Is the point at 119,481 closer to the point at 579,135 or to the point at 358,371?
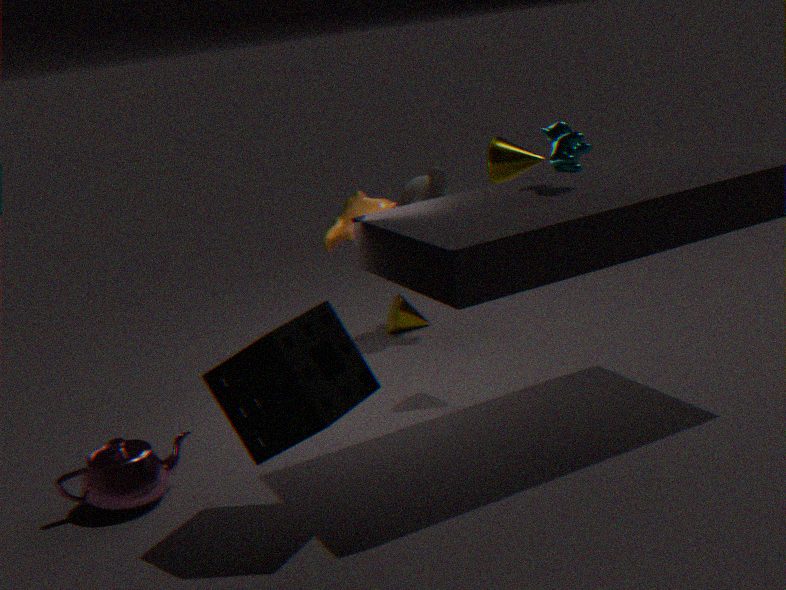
the point at 358,371
